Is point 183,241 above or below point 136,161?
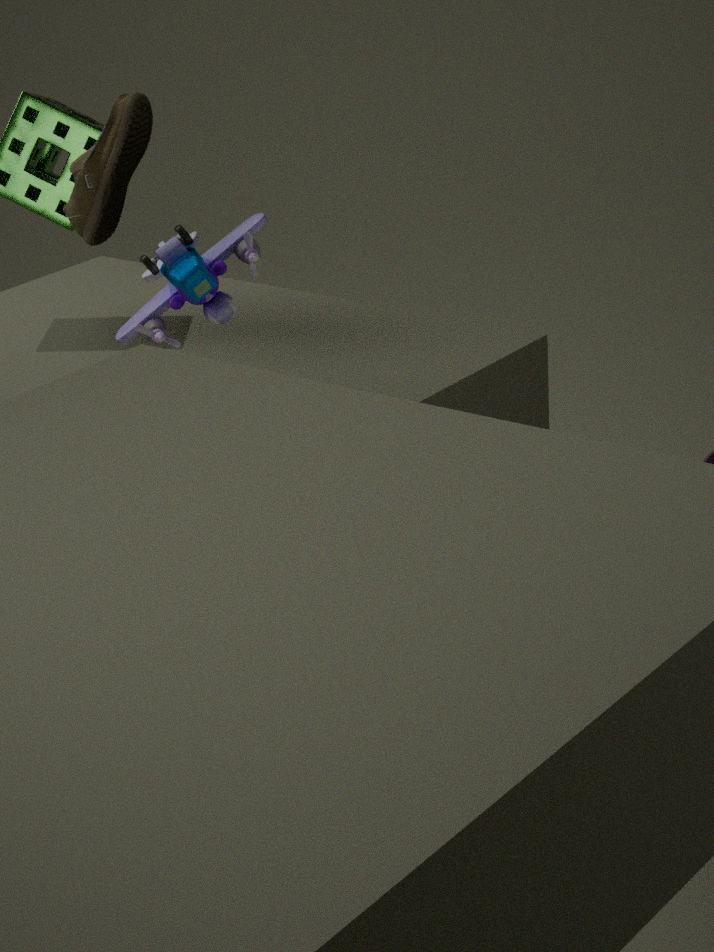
below
